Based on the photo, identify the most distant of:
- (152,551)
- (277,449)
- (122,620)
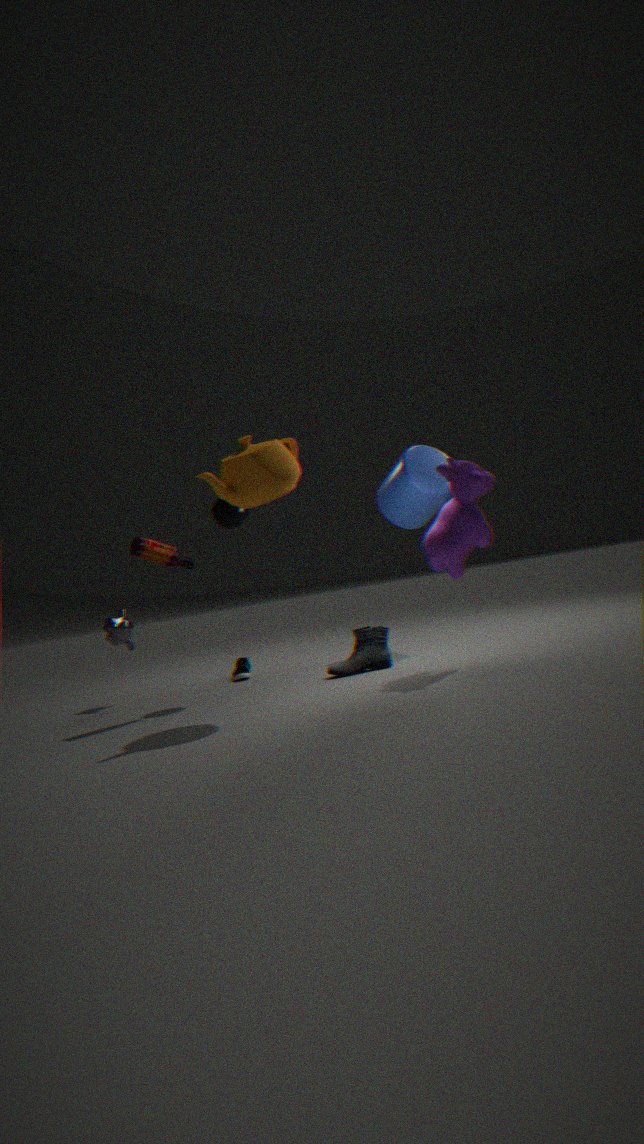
(122,620)
